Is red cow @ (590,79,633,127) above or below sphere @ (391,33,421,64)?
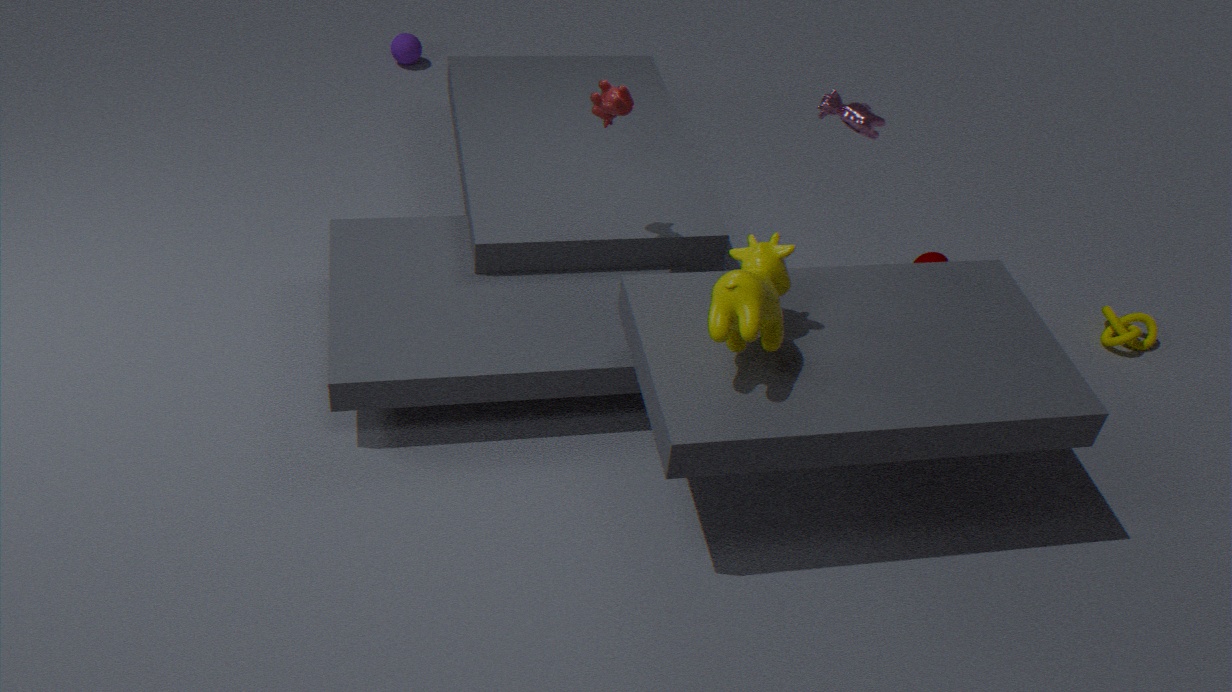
above
